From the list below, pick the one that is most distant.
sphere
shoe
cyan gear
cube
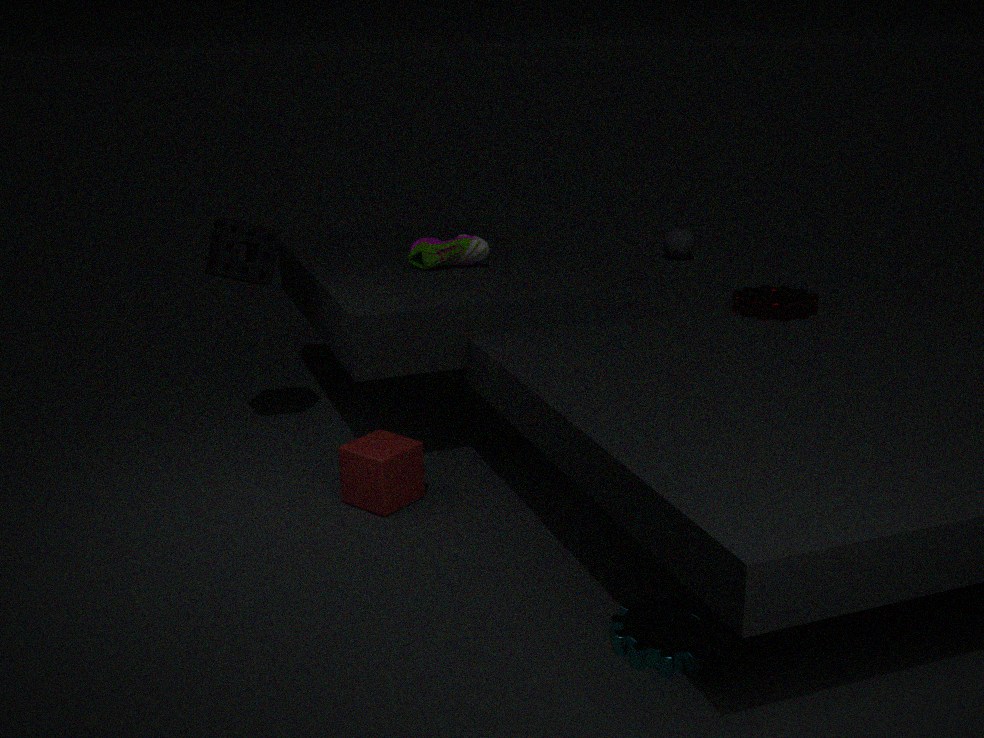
sphere
